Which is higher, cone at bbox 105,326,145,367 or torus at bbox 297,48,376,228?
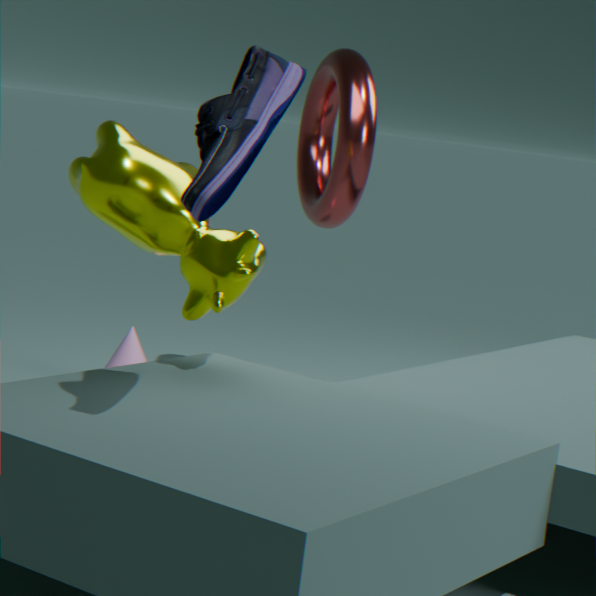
torus at bbox 297,48,376,228
